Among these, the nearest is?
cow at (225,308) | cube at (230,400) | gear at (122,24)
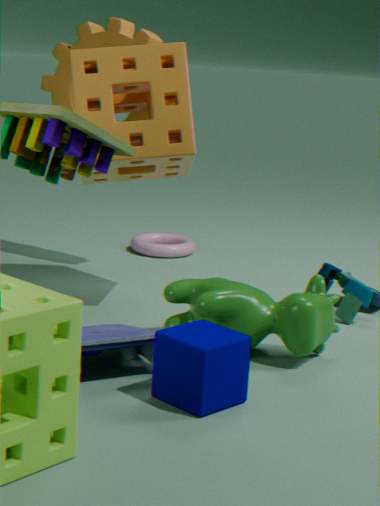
cube at (230,400)
